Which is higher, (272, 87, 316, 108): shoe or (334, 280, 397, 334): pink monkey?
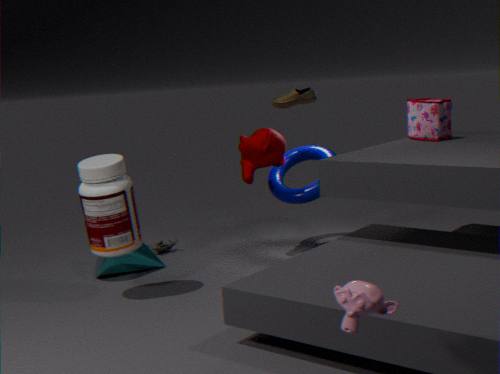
(272, 87, 316, 108): shoe
